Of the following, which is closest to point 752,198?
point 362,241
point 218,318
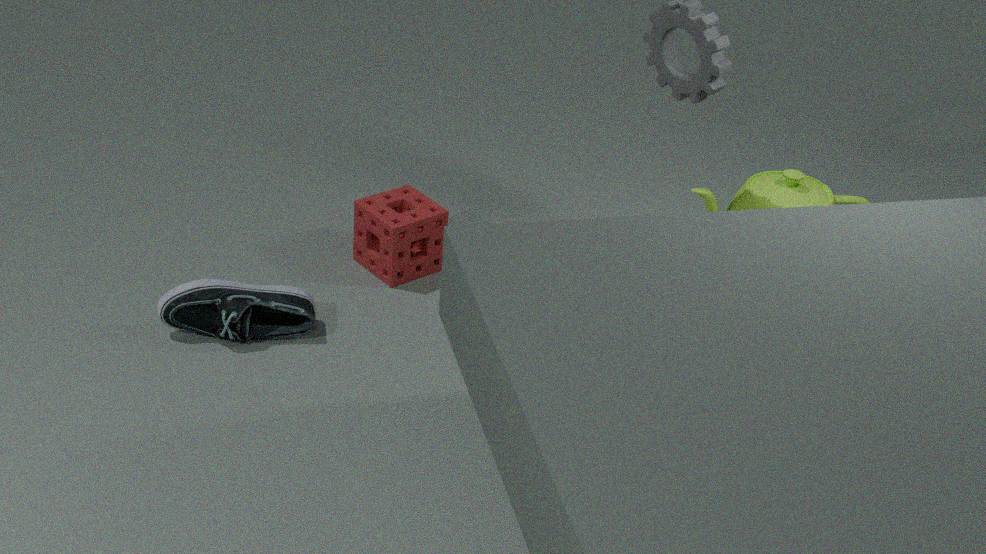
point 362,241
